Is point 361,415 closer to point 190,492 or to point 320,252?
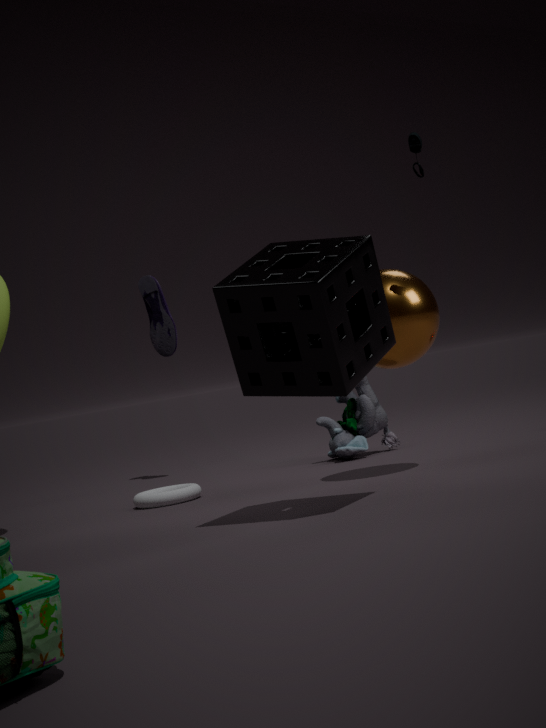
point 190,492
